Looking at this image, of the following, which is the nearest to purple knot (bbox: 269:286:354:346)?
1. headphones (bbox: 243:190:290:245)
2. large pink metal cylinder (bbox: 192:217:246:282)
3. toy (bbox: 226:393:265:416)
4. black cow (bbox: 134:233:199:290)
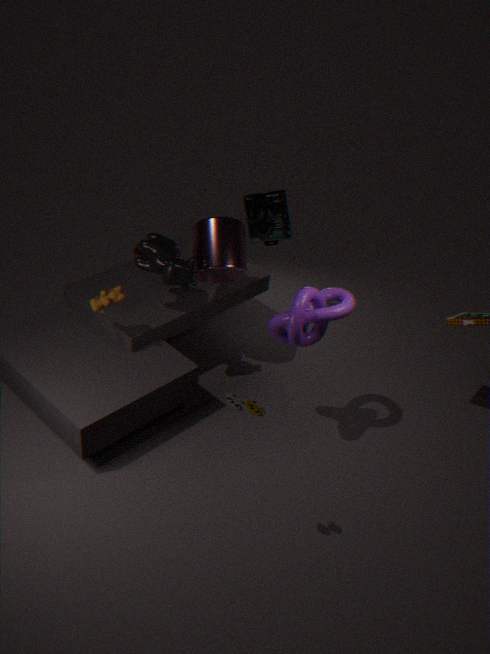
large pink metal cylinder (bbox: 192:217:246:282)
